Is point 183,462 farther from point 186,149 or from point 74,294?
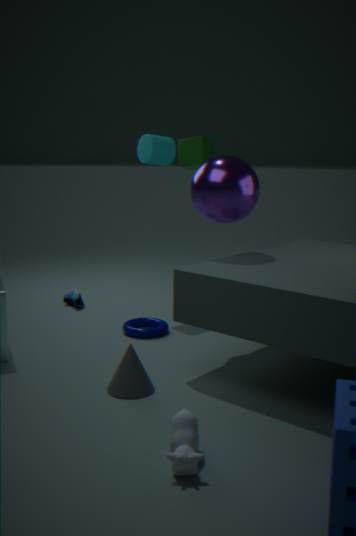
point 186,149
